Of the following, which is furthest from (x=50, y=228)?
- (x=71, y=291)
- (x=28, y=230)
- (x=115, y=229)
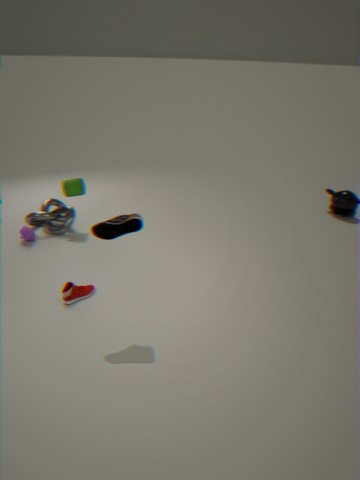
(x=115, y=229)
